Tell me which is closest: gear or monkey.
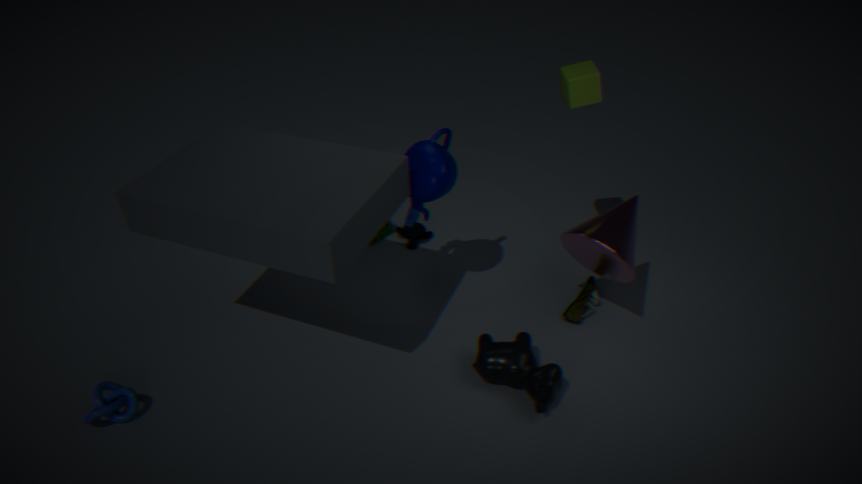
gear
